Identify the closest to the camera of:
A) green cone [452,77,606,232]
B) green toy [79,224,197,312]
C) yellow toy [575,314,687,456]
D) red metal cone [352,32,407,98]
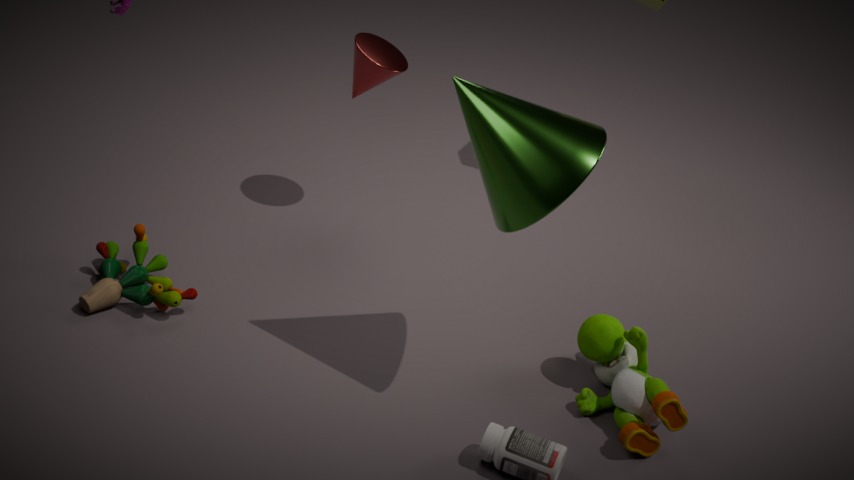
green cone [452,77,606,232]
